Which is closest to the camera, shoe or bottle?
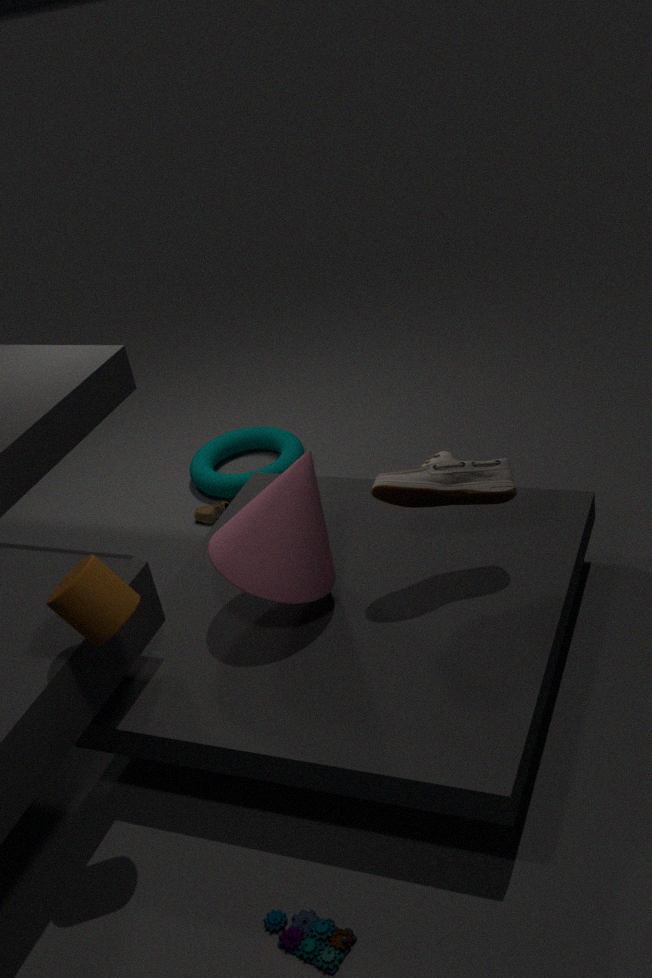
bottle
